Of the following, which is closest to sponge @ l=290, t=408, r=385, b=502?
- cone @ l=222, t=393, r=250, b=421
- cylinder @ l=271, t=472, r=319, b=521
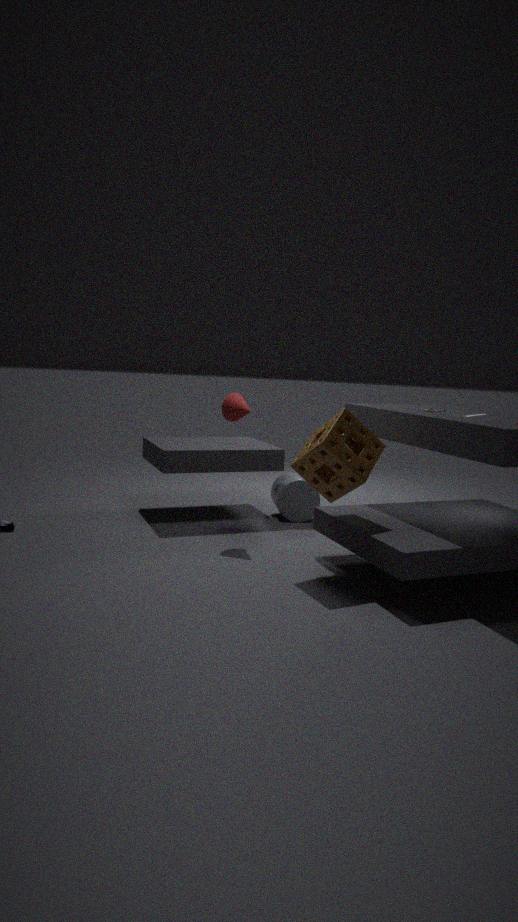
cone @ l=222, t=393, r=250, b=421
